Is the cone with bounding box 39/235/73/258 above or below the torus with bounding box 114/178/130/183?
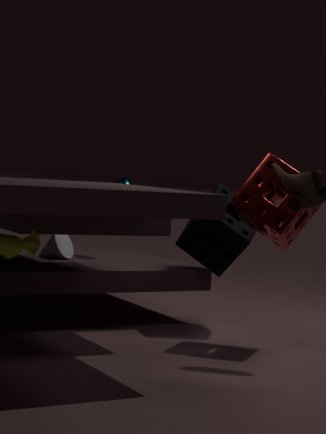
below
